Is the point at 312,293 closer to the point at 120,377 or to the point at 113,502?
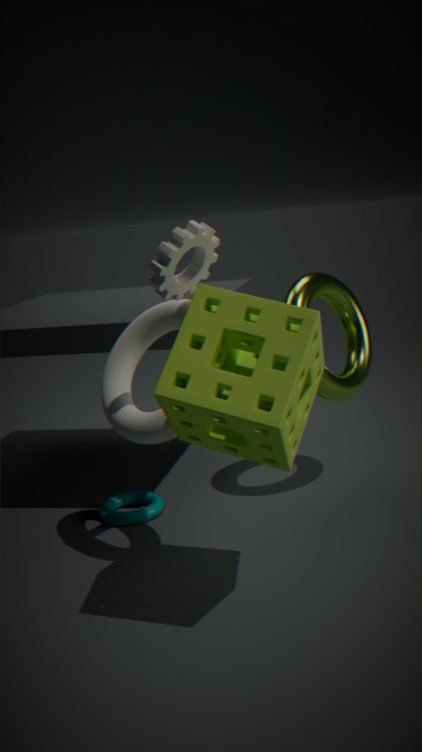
the point at 120,377
